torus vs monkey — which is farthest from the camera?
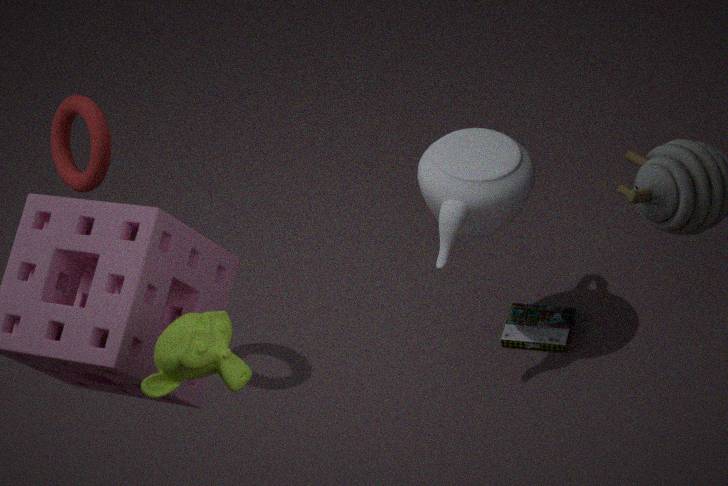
torus
